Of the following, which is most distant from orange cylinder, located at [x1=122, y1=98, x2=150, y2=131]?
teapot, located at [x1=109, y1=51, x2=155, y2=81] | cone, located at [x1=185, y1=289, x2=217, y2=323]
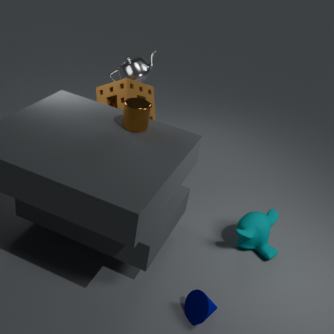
teapot, located at [x1=109, y1=51, x2=155, y2=81]
